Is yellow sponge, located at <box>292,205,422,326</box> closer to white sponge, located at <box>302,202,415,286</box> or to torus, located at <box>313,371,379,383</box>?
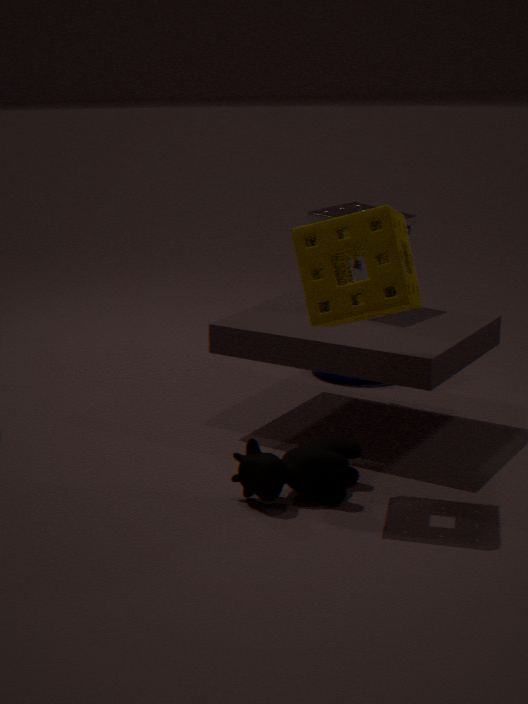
white sponge, located at <box>302,202,415,286</box>
